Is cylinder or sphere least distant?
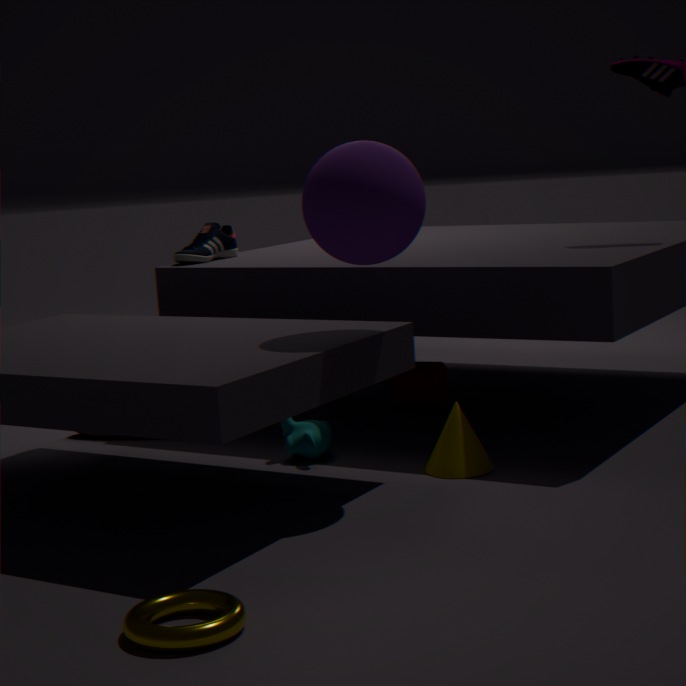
sphere
